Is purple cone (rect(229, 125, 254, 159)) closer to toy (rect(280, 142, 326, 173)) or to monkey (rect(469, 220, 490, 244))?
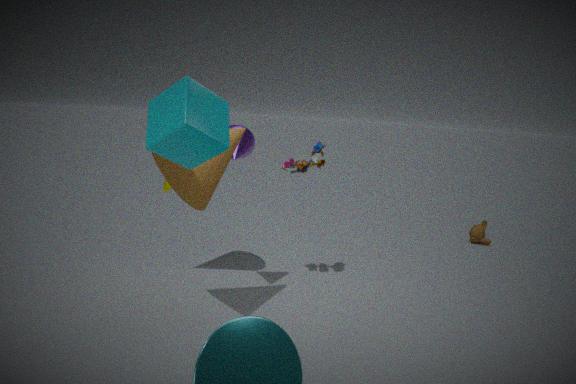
toy (rect(280, 142, 326, 173))
